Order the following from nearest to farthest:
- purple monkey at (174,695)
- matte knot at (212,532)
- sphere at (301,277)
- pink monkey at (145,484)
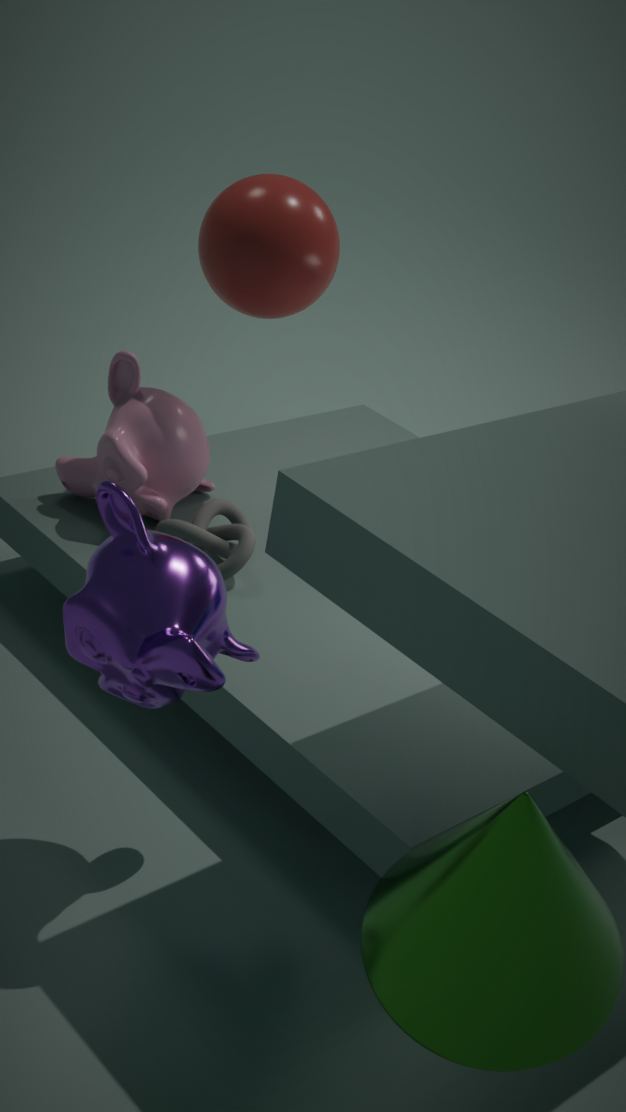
purple monkey at (174,695), sphere at (301,277), matte knot at (212,532), pink monkey at (145,484)
